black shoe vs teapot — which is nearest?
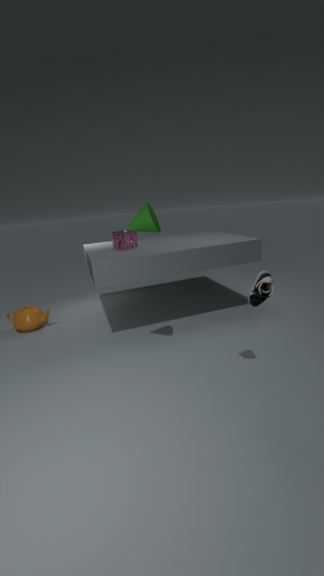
black shoe
